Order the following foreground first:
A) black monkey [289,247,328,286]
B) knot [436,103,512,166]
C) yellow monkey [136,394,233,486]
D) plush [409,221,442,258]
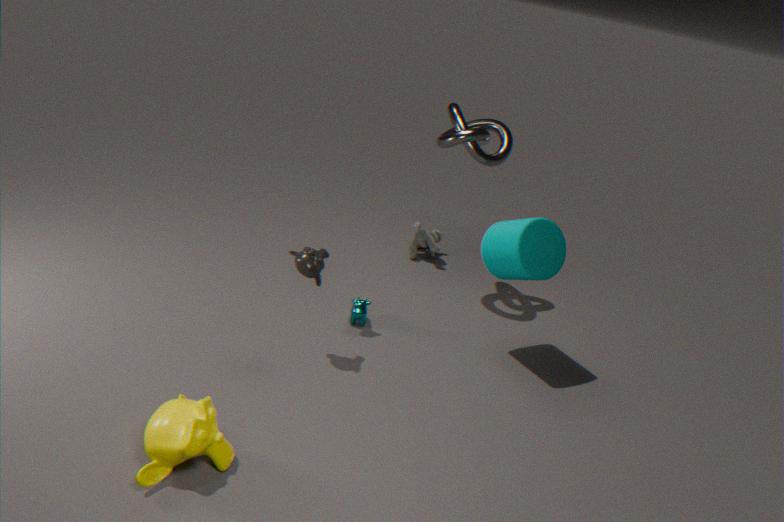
yellow monkey [136,394,233,486] < black monkey [289,247,328,286] < knot [436,103,512,166] < plush [409,221,442,258]
